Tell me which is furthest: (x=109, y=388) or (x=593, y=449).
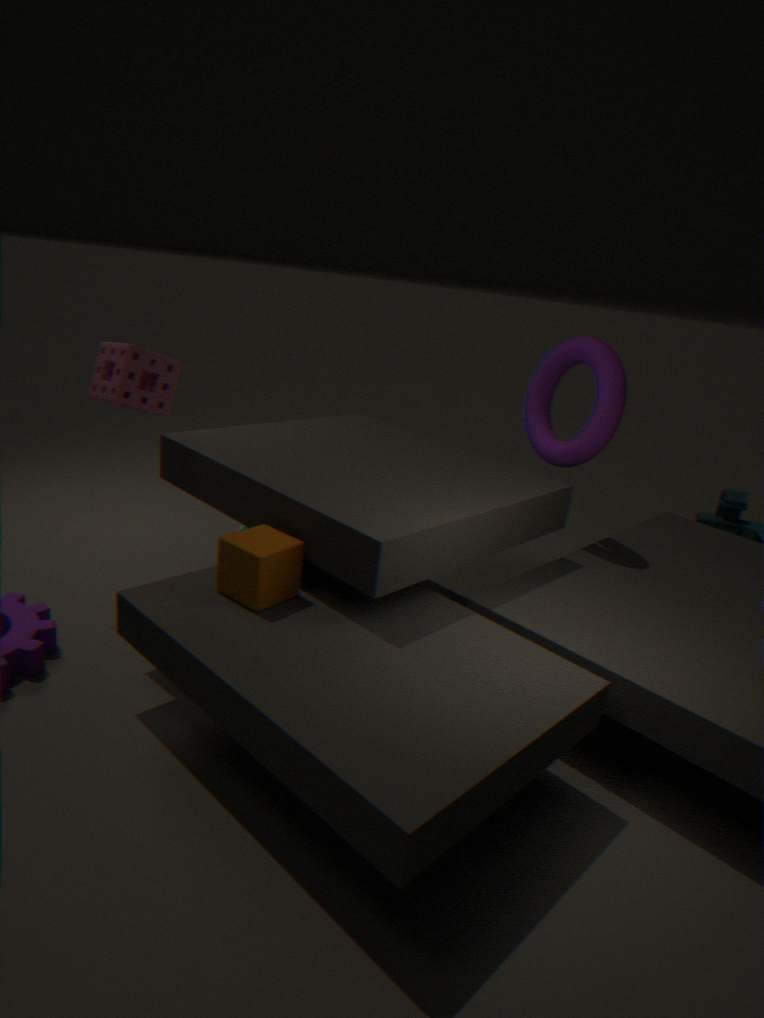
(x=593, y=449)
